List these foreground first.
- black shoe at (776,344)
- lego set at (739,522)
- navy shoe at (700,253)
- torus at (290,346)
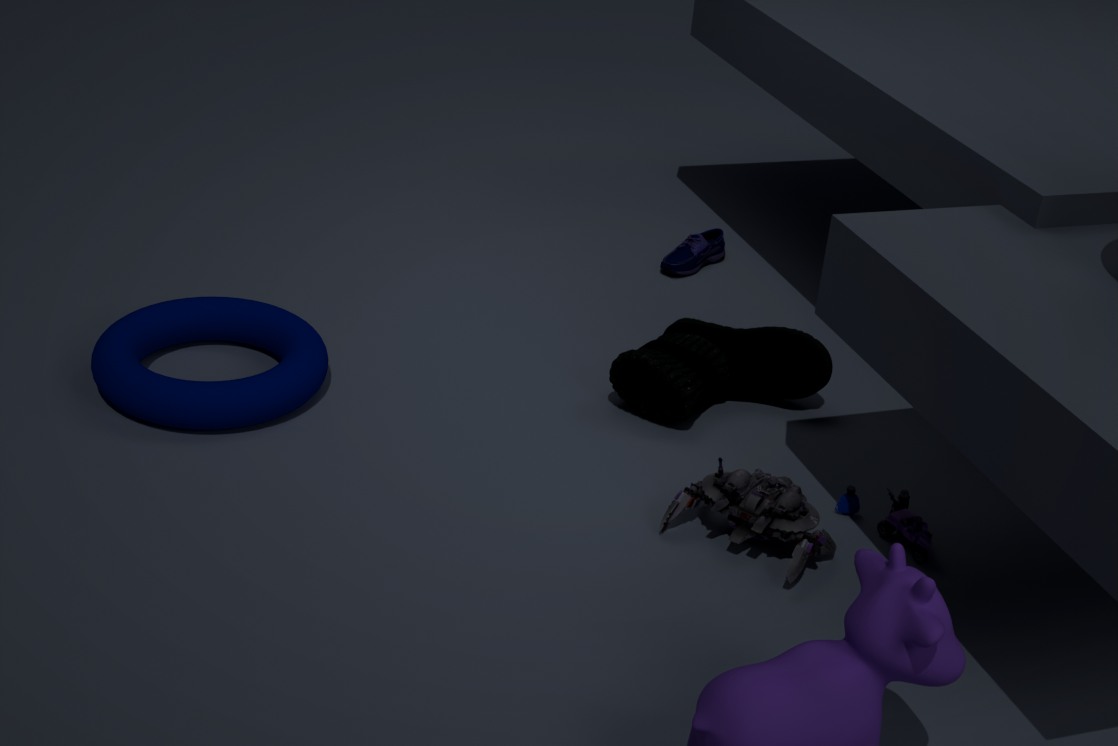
lego set at (739,522)
torus at (290,346)
black shoe at (776,344)
navy shoe at (700,253)
